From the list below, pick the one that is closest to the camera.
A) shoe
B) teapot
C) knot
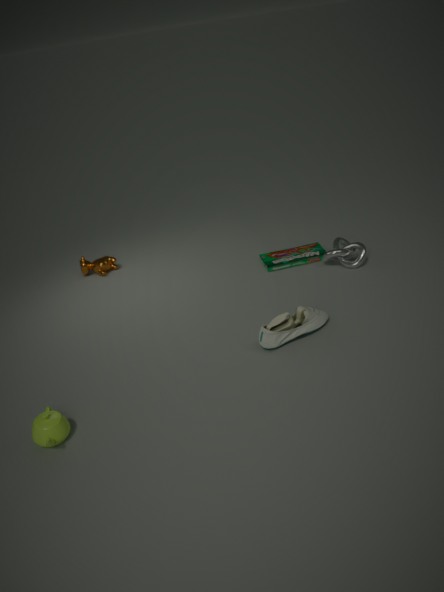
teapot
